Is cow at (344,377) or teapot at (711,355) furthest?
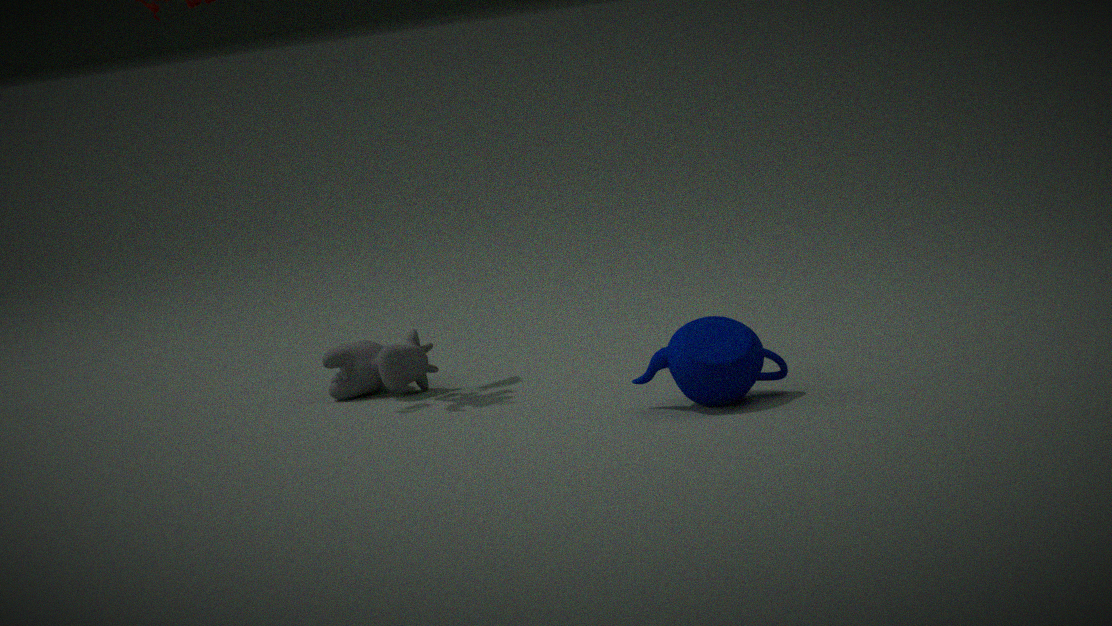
cow at (344,377)
